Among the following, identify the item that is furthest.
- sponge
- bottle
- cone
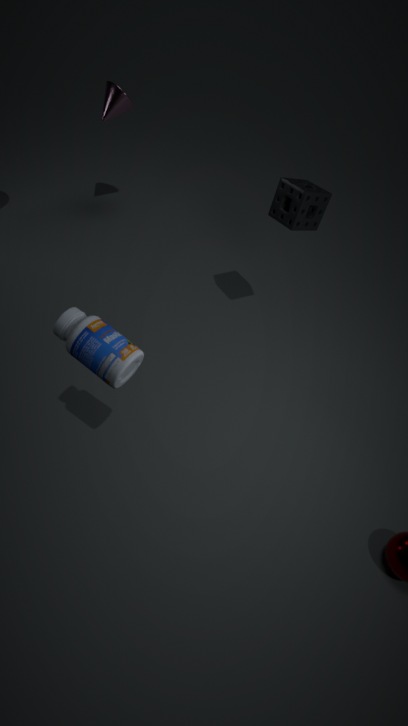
cone
